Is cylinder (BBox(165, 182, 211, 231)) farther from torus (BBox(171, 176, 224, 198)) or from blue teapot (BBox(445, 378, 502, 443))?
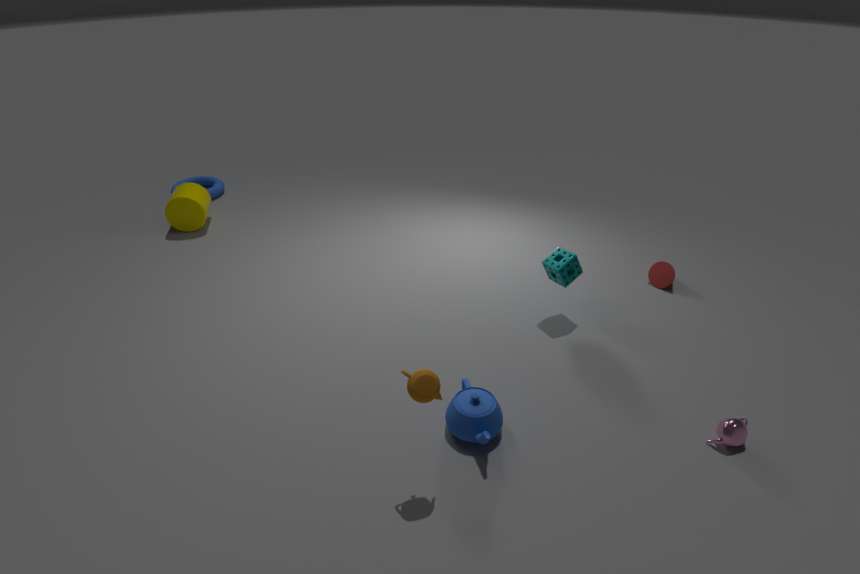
blue teapot (BBox(445, 378, 502, 443))
